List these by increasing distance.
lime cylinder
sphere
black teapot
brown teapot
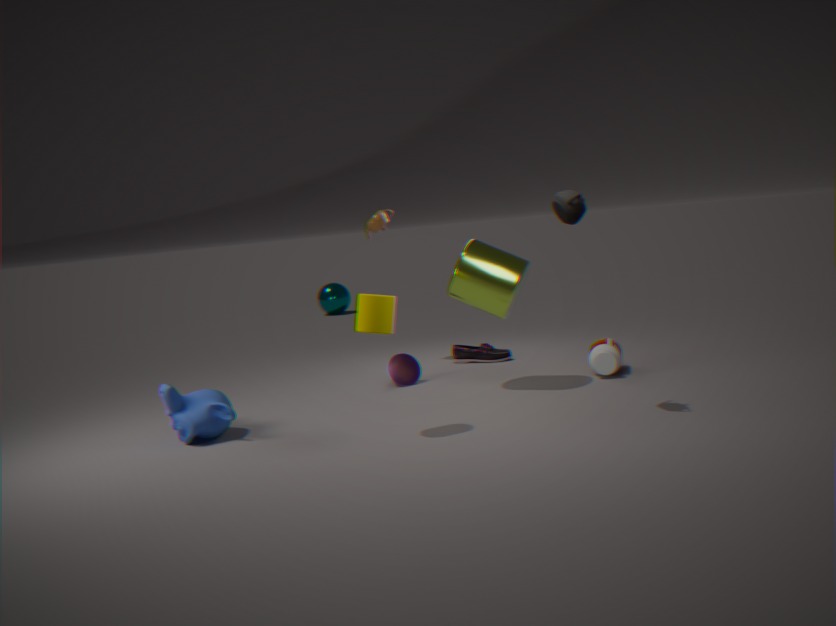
black teapot < lime cylinder < brown teapot < sphere
